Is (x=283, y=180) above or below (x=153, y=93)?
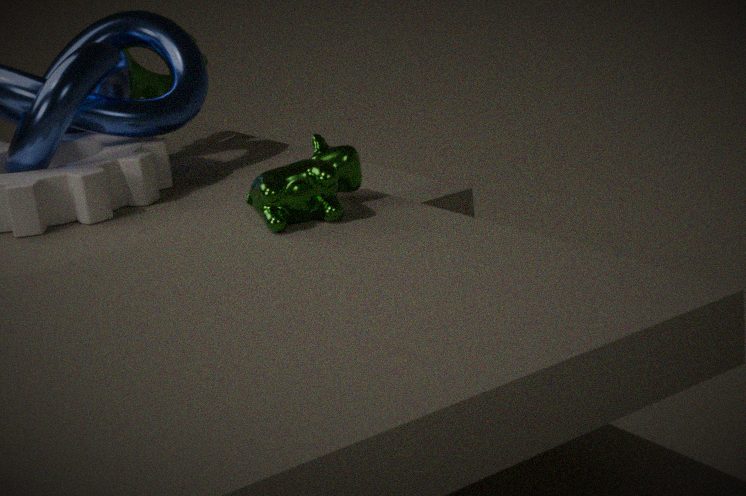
below
